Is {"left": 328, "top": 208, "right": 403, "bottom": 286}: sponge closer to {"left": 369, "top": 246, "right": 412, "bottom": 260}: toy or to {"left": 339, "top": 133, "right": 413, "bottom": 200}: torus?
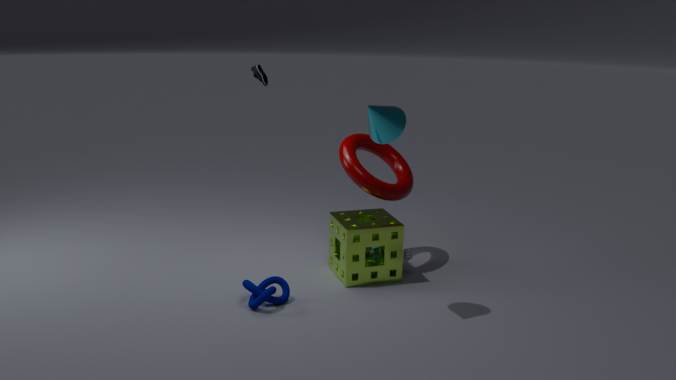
{"left": 369, "top": 246, "right": 412, "bottom": 260}: toy
